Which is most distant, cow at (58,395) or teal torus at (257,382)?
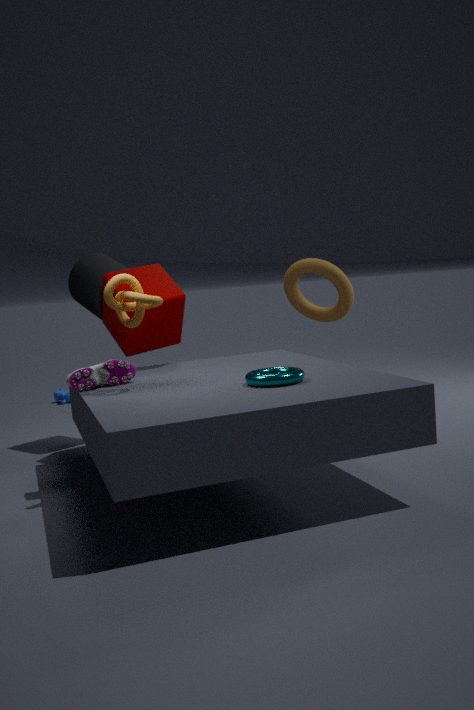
cow at (58,395)
